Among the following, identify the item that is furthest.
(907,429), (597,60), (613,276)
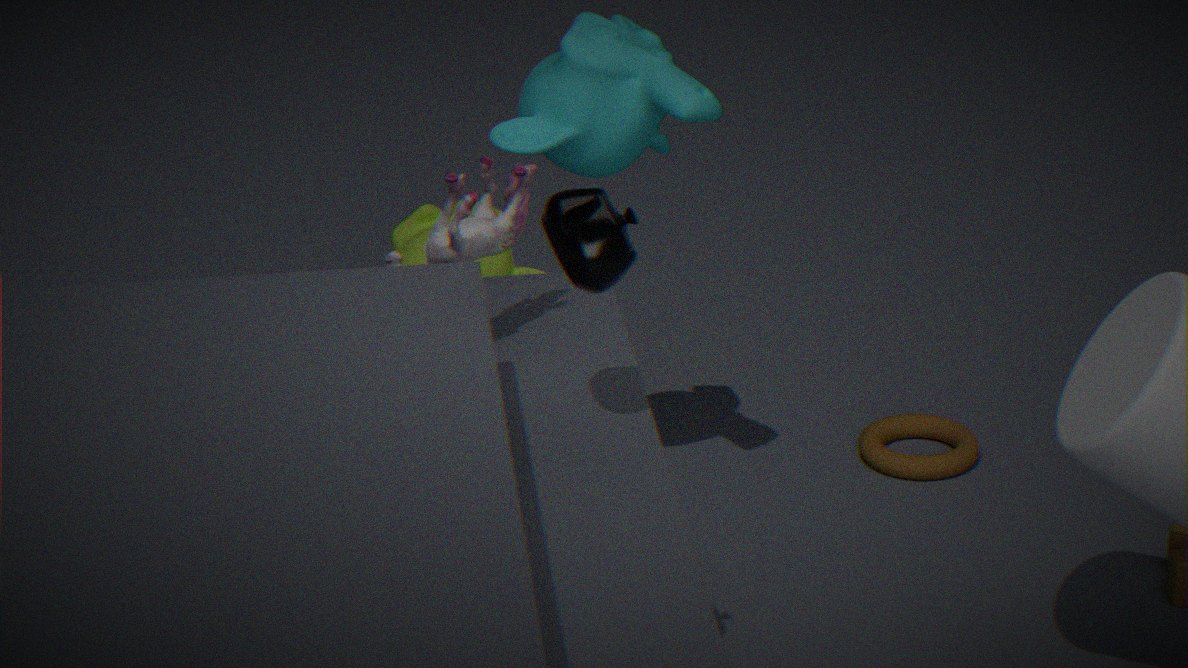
(907,429)
